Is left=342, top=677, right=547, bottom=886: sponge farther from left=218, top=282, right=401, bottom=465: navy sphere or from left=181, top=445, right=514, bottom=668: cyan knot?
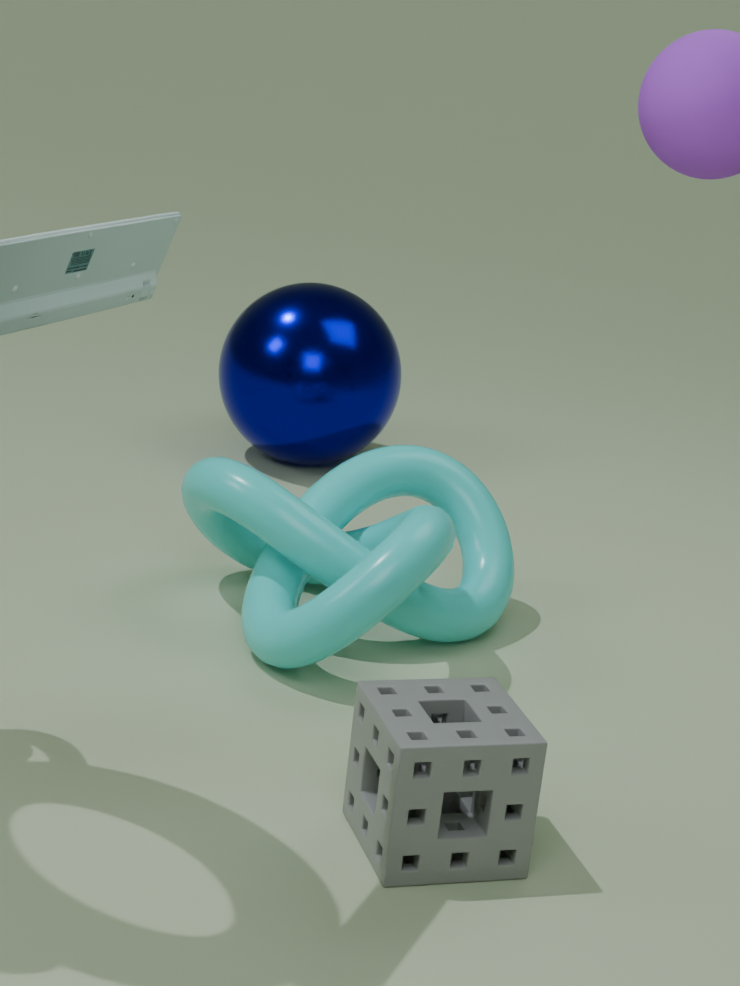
left=218, top=282, right=401, bottom=465: navy sphere
